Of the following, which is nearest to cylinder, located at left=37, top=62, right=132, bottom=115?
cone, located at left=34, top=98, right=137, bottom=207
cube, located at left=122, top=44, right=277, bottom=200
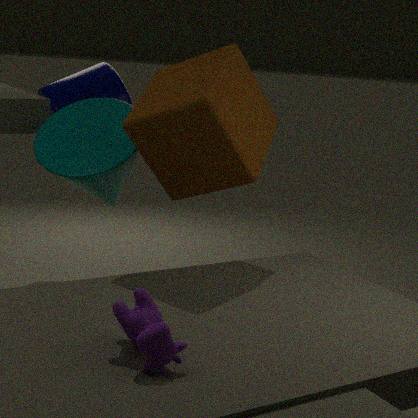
cone, located at left=34, top=98, right=137, bottom=207
